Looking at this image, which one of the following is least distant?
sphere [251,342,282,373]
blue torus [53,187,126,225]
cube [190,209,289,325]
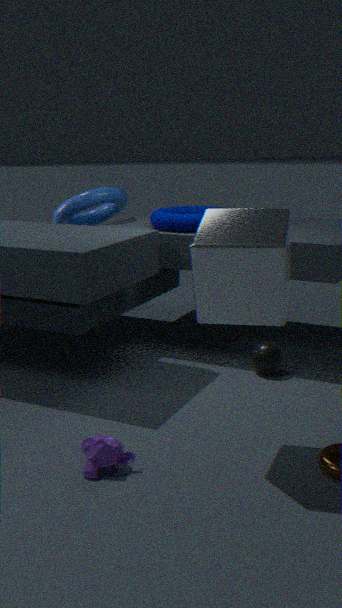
cube [190,209,289,325]
